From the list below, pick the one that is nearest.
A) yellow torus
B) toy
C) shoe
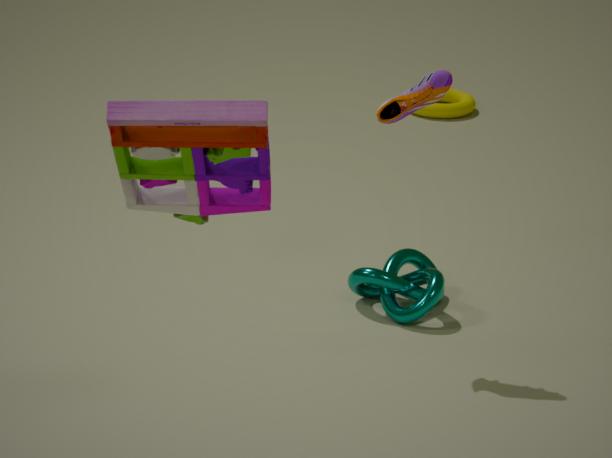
toy
